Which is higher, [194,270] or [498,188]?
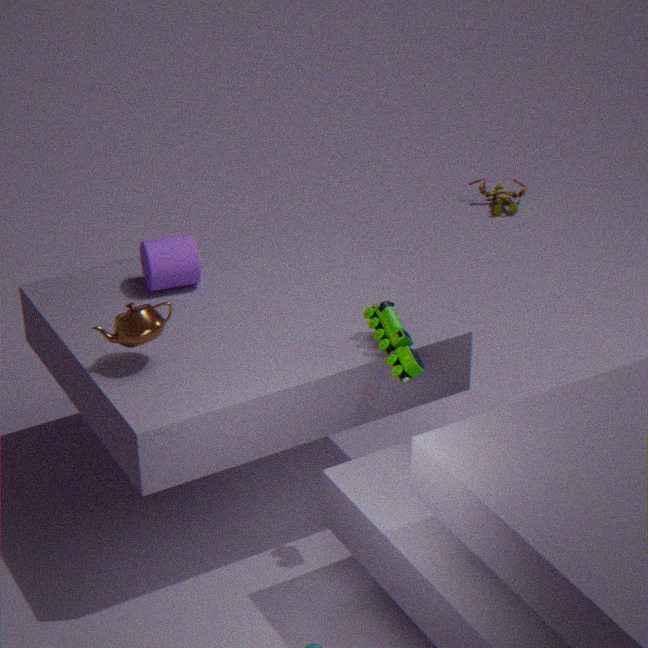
[194,270]
